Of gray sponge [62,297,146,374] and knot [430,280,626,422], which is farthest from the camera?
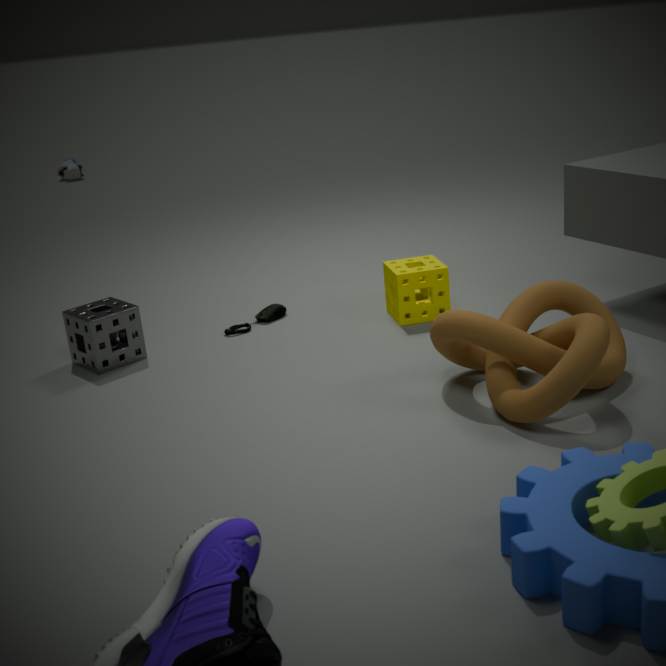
gray sponge [62,297,146,374]
